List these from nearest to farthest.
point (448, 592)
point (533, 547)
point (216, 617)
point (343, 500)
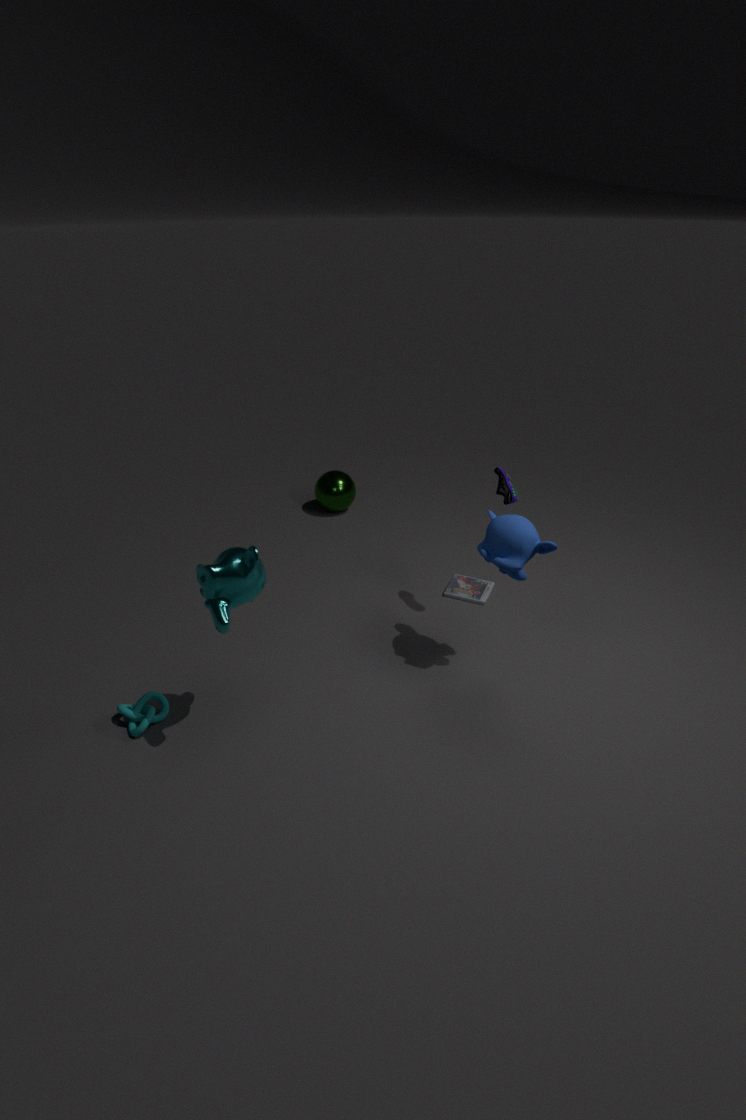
point (216, 617)
point (533, 547)
point (448, 592)
point (343, 500)
